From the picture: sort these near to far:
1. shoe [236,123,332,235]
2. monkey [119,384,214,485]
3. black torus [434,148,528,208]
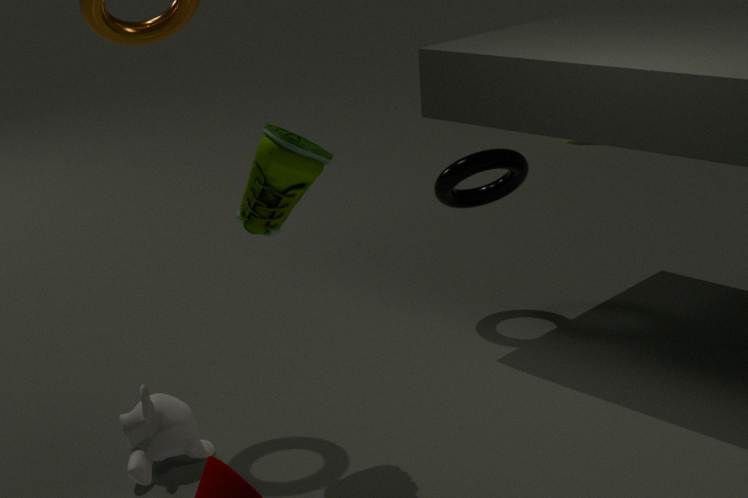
shoe [236,123,332,235]
monkey [119,384,214,485]
black torus [434,148,528,208]
